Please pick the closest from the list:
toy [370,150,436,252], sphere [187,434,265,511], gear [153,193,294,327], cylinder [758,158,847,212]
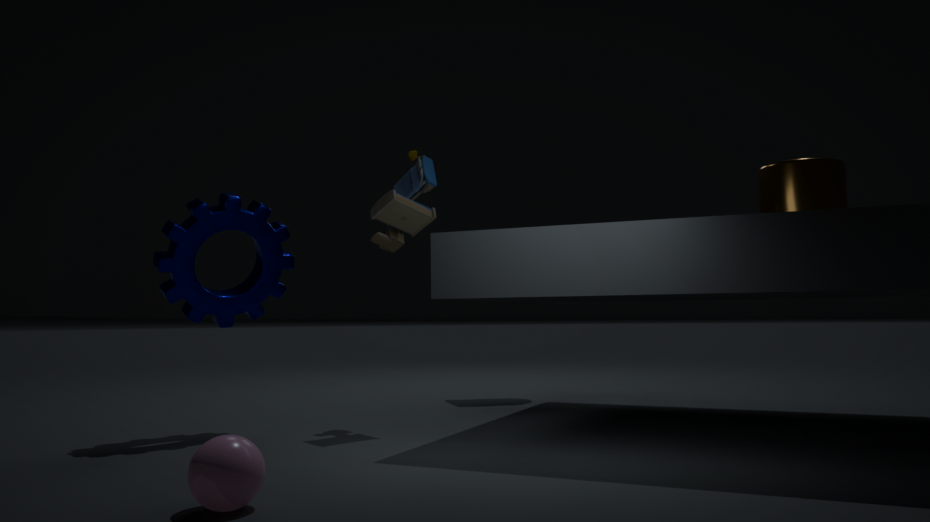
sphere [187,434,265,511]
